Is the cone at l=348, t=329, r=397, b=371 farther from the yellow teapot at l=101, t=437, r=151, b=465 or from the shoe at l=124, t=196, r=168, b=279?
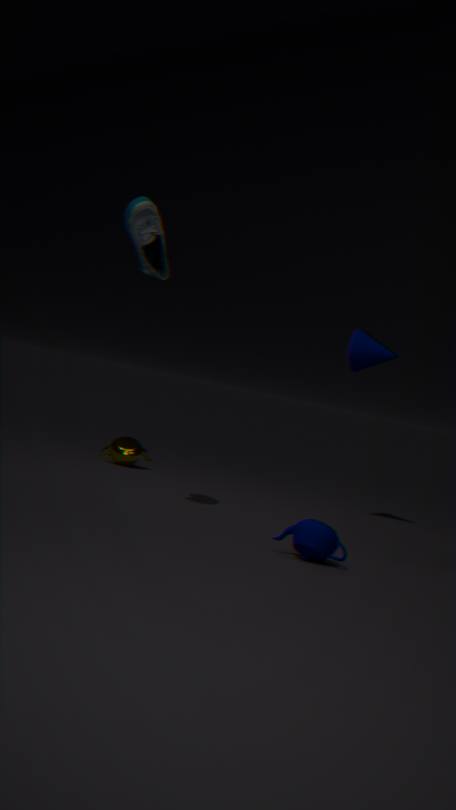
the shoe at l=124, t=196, r=168, b=279
